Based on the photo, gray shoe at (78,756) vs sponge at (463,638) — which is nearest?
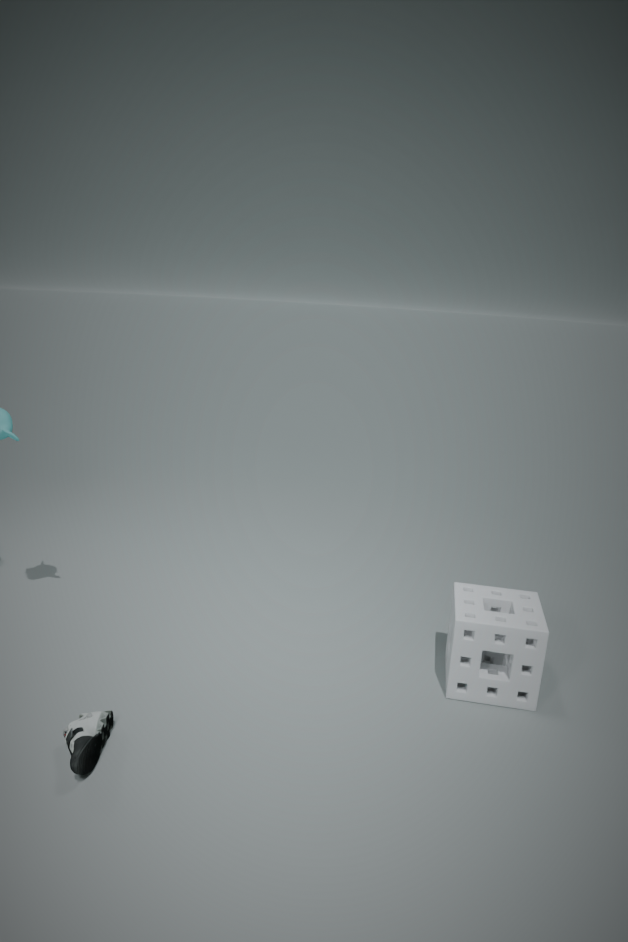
gray shoe at (78,756)
